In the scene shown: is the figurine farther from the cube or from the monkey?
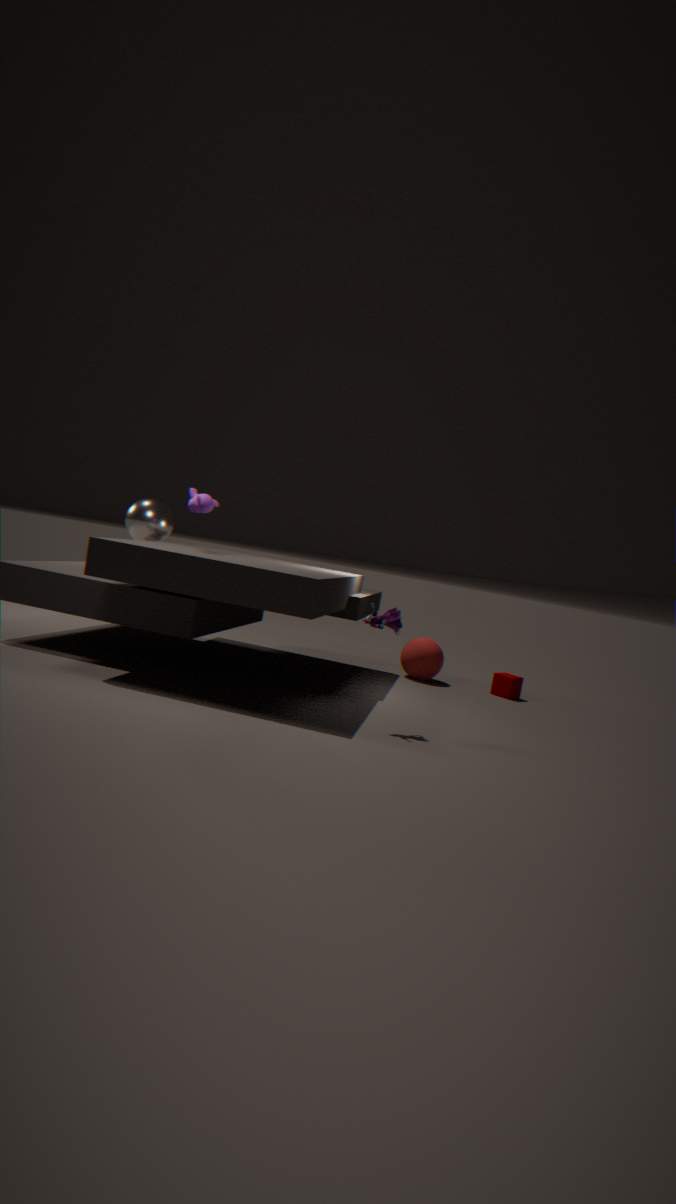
the cube
